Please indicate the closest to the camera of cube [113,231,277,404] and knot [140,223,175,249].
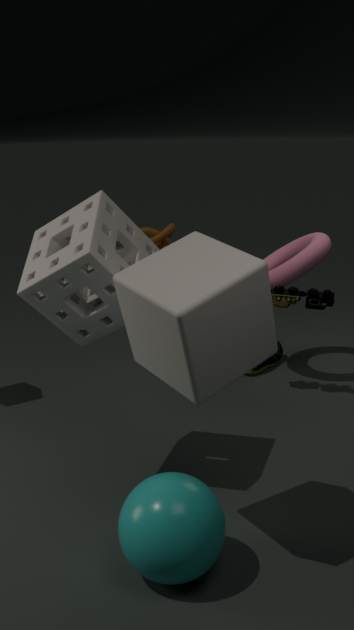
cube [113,231,277,404]
